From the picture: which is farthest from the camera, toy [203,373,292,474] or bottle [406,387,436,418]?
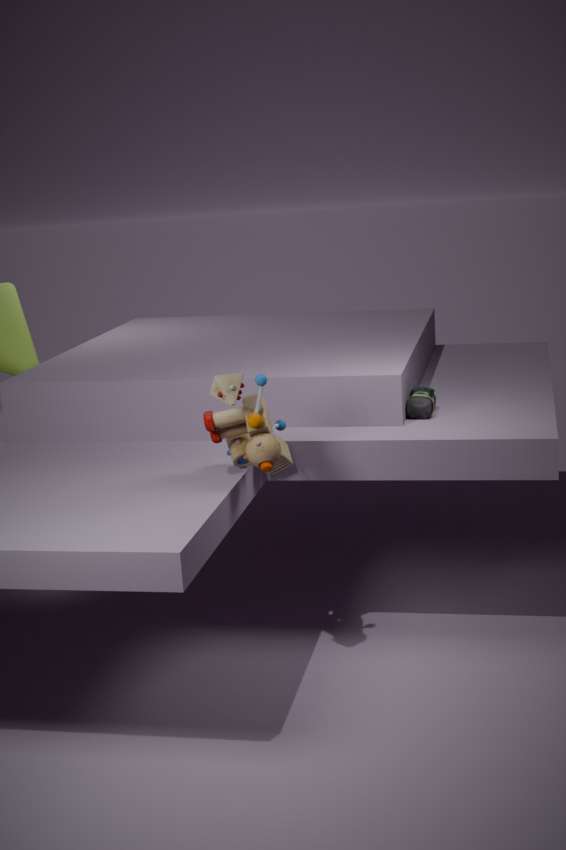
bottle [406,387,436,418]
